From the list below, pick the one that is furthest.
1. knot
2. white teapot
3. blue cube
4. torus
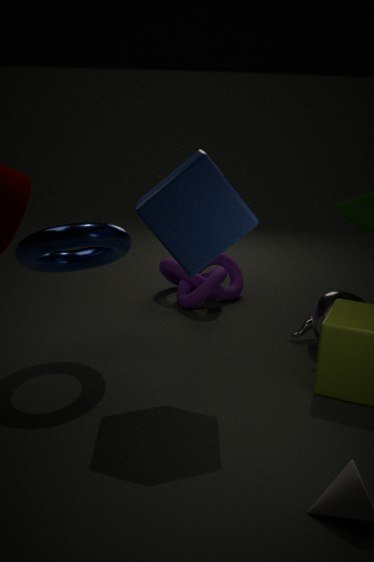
knot
